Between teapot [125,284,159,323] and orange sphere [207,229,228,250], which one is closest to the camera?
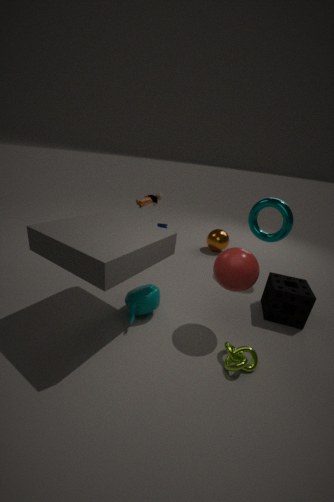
teapot [125,284,159,323]
